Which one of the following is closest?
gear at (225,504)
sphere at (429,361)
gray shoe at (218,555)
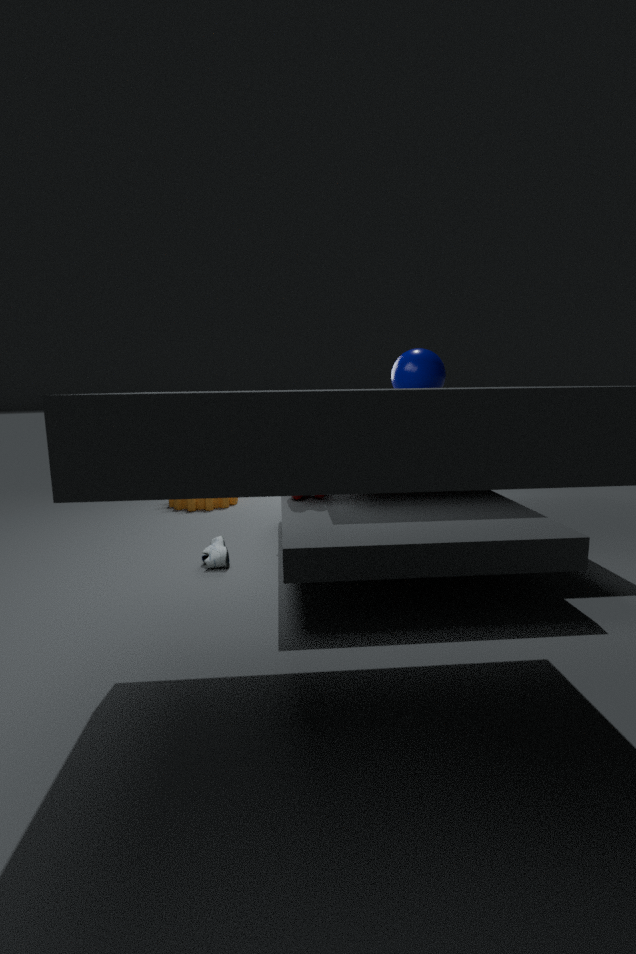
gray shoe at (218,555)
